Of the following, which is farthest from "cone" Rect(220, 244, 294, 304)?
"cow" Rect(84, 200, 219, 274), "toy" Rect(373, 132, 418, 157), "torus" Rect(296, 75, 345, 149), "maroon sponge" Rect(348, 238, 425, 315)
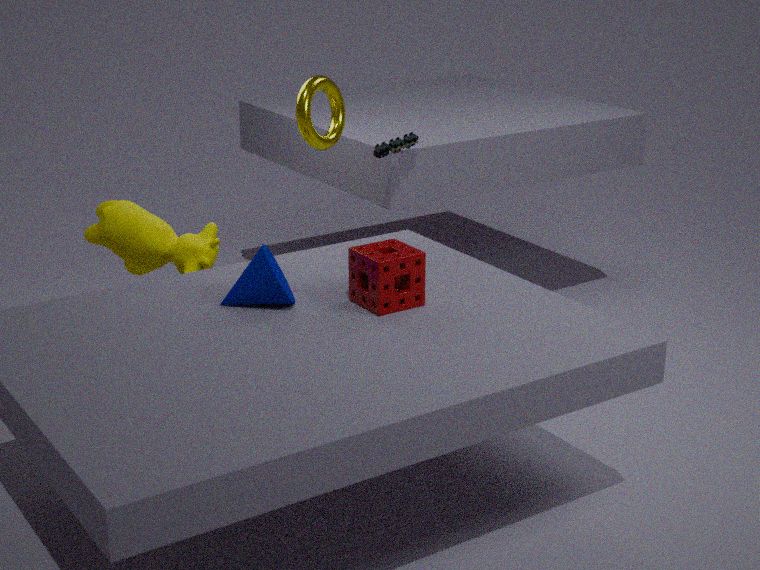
"toy" Rect(373, 132, 418, 157)
